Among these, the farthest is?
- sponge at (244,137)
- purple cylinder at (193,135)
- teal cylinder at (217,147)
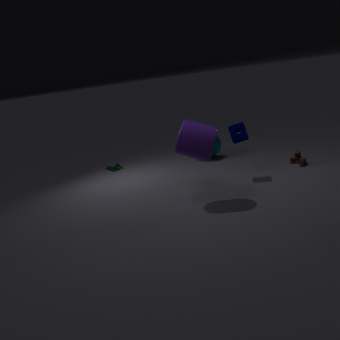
teal cylinder at (217,147)
